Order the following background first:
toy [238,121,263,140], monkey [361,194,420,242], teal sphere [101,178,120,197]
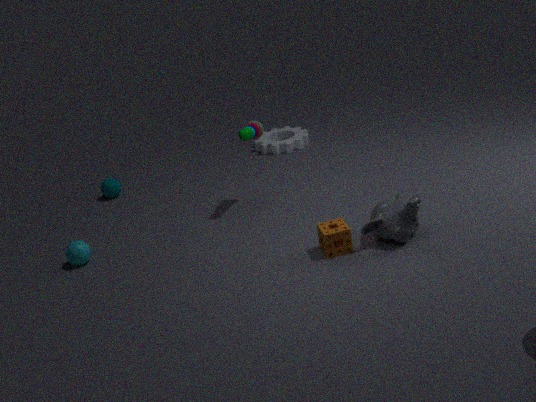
teal sphere [101,178,120,197] → toy [238,121,263,140] → monkey [361,194,420,242]
